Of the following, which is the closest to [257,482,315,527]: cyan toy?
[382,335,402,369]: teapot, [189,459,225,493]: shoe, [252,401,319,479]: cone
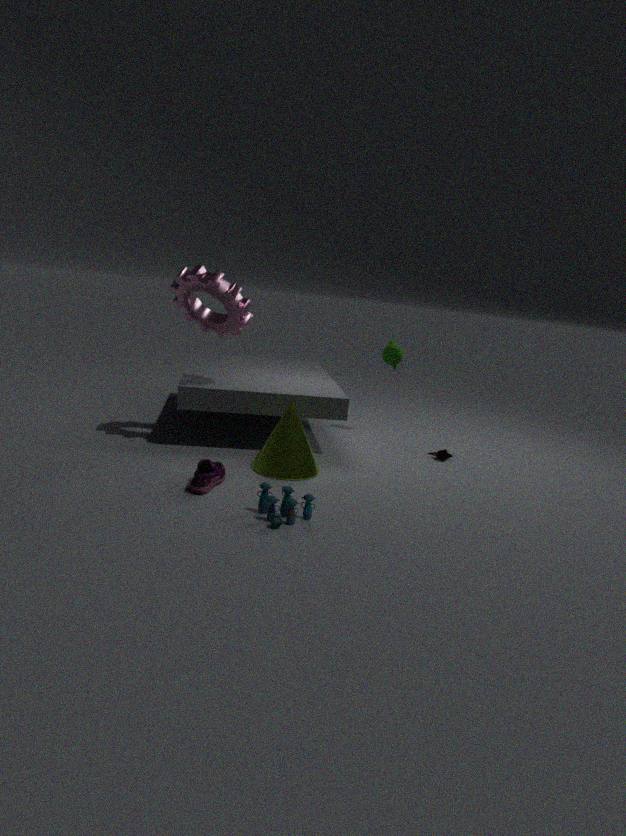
[189,459,225,493]: shoe
